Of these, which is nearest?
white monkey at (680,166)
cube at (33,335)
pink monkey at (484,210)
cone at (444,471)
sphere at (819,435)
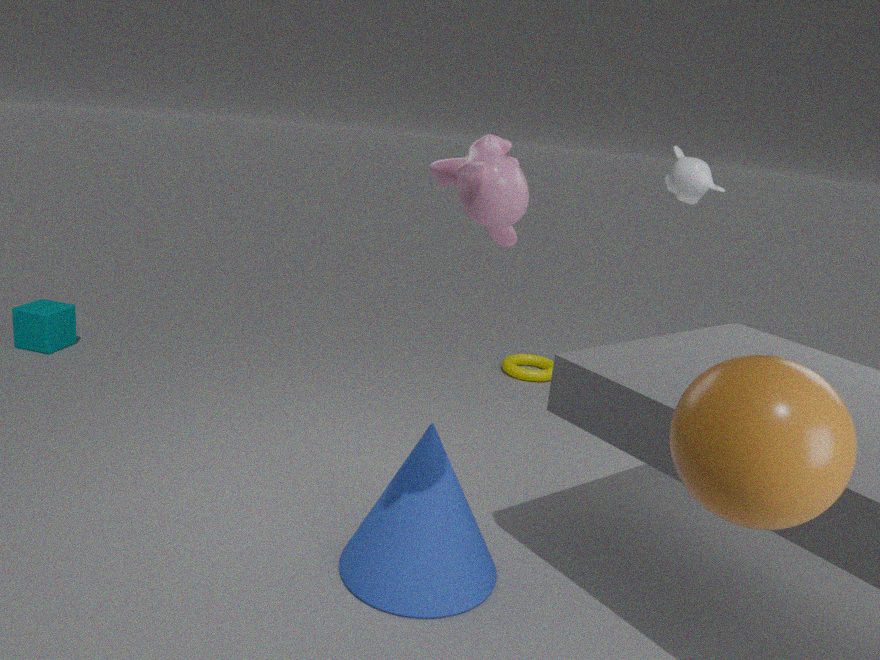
sphere at (819,435)
